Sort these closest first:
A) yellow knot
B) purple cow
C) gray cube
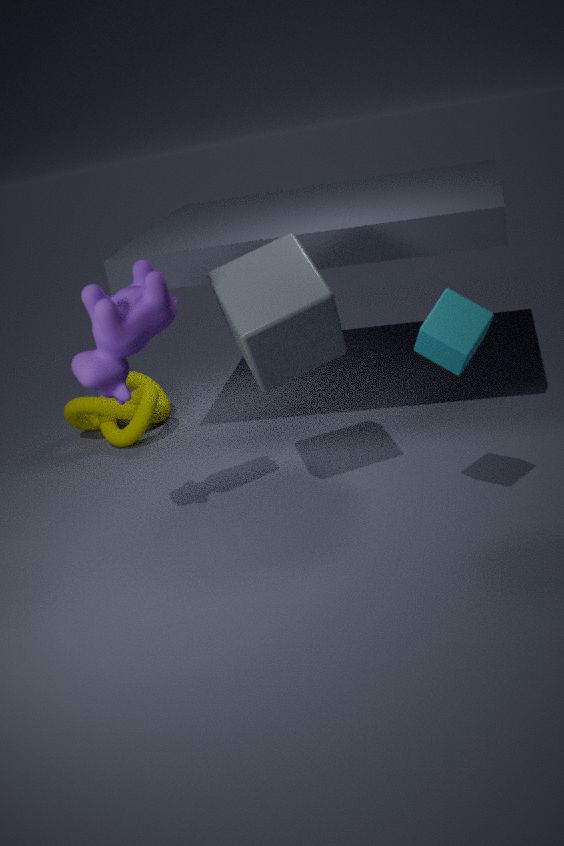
purple cow
gray cube
yellow knot
